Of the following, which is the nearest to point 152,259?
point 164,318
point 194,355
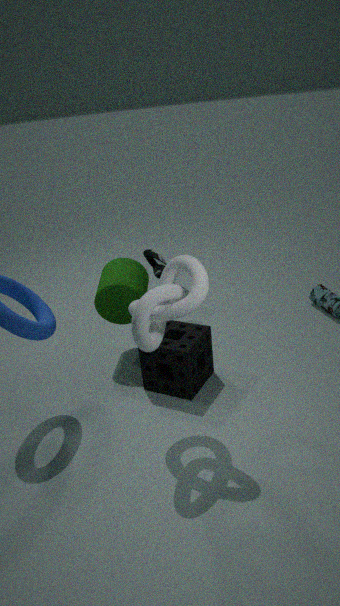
point 194,355
